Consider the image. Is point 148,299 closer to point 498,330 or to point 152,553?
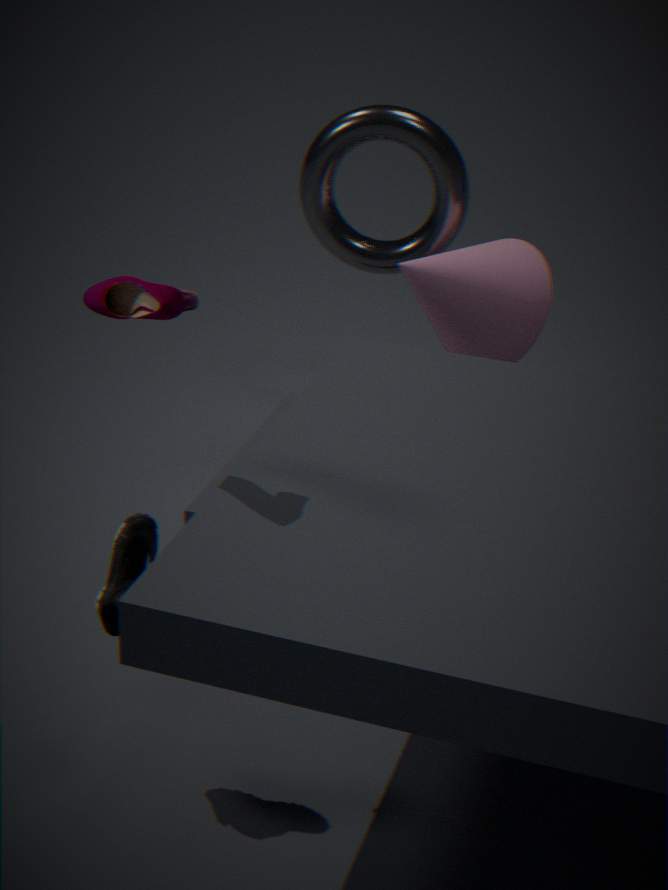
point 152,553
